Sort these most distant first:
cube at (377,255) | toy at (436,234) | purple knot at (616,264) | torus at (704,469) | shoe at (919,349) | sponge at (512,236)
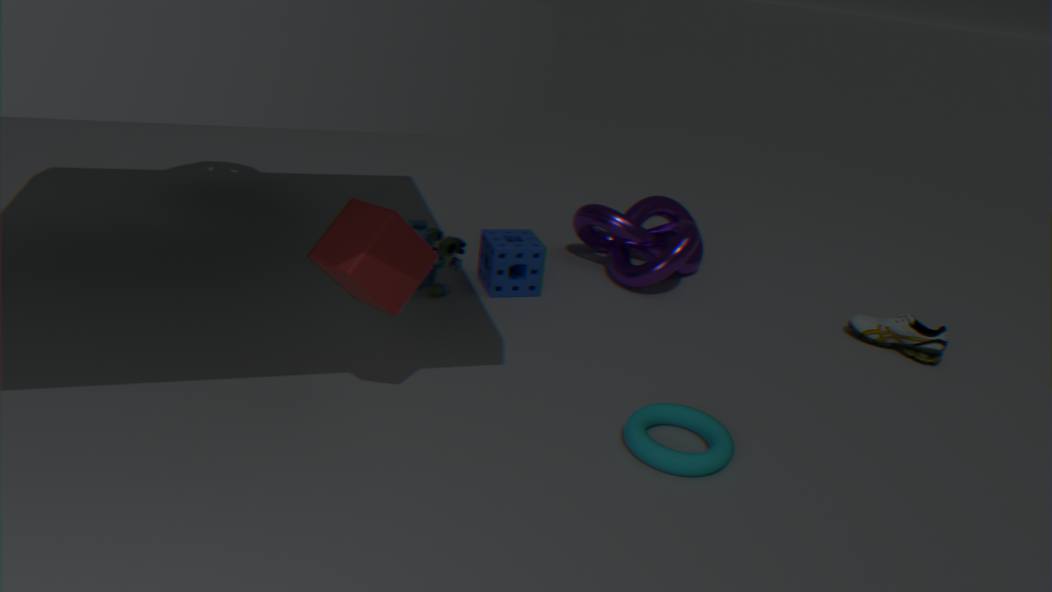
purple knot at (616,264), sponge at (512,236), shoe at (919,349), toy at (436,234), torus at (704,469), cube at (377,255)
